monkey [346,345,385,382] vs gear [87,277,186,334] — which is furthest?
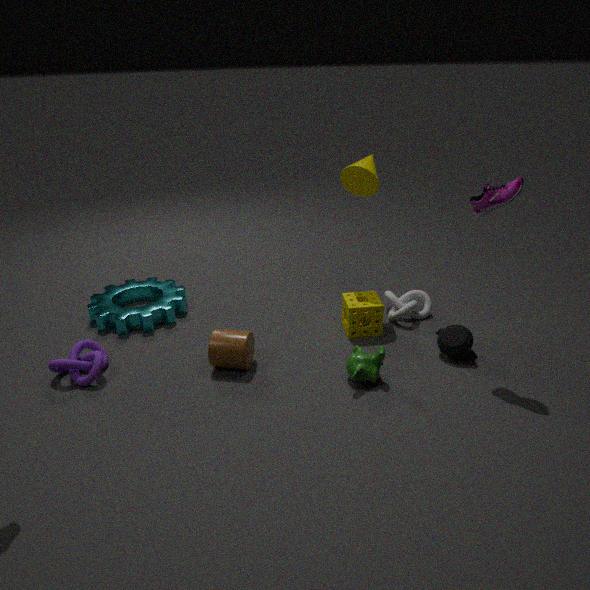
gear [87,277,186,334]
